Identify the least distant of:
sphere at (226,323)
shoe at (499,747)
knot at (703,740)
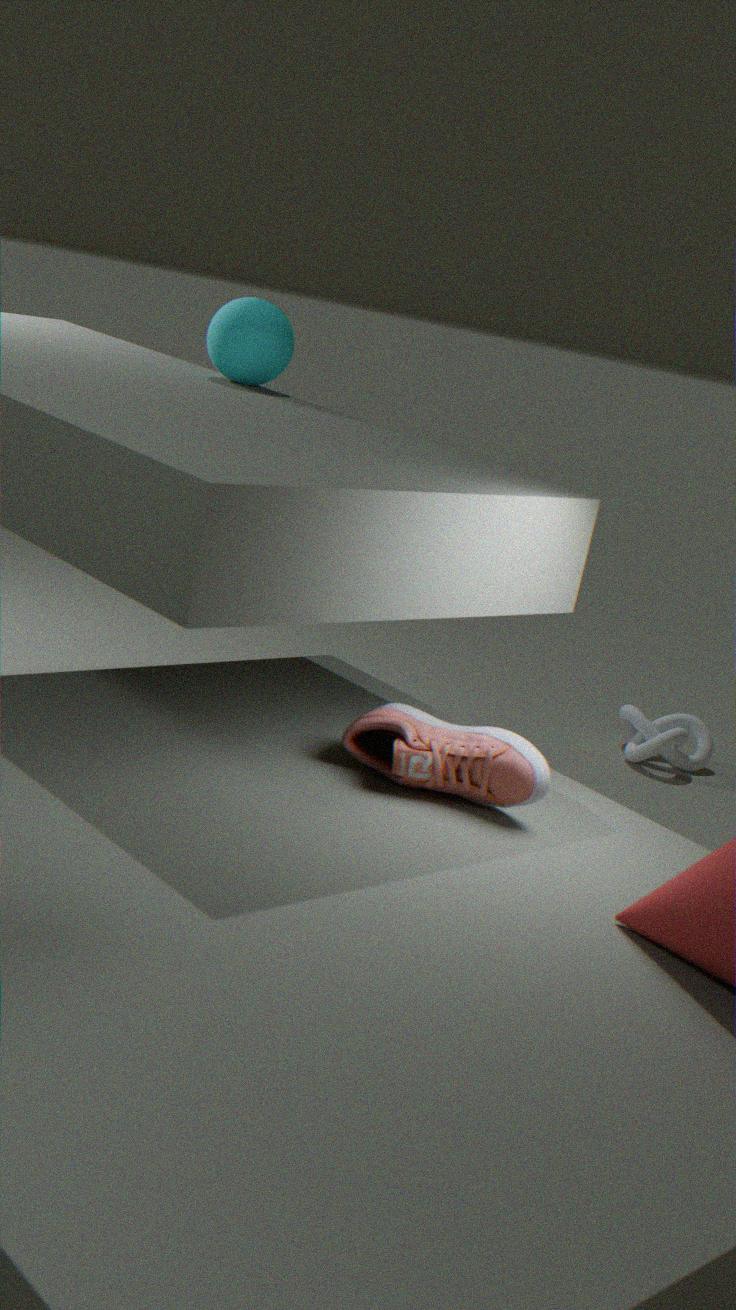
shoe at (499,747)
